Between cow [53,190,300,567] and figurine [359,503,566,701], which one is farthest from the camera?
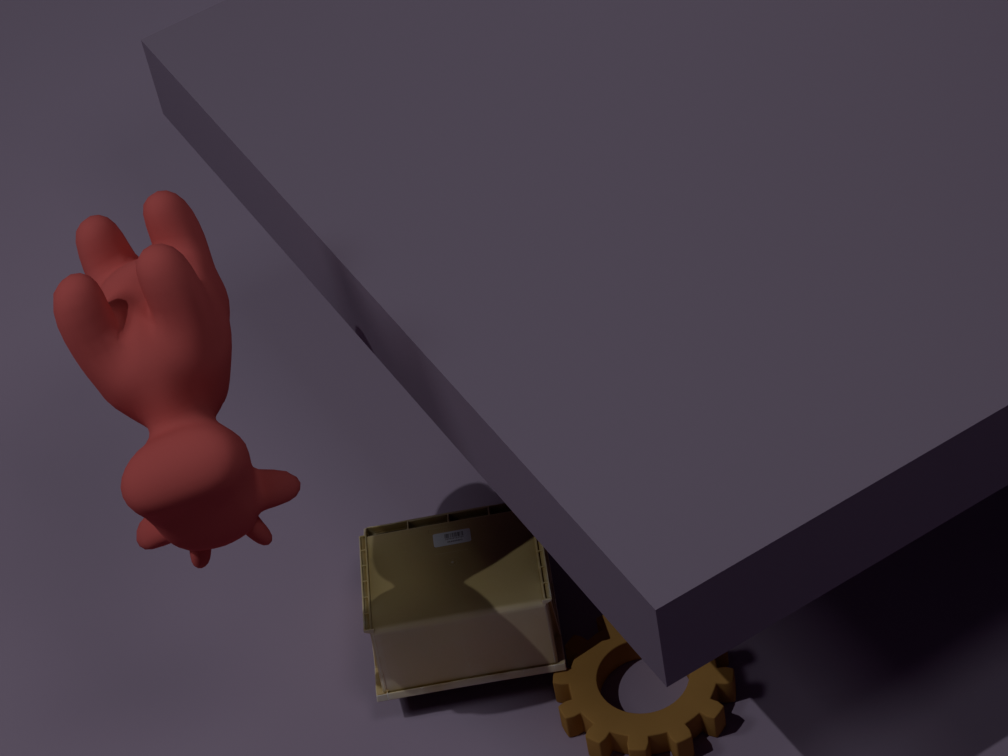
figurine [359,503,566,701]
